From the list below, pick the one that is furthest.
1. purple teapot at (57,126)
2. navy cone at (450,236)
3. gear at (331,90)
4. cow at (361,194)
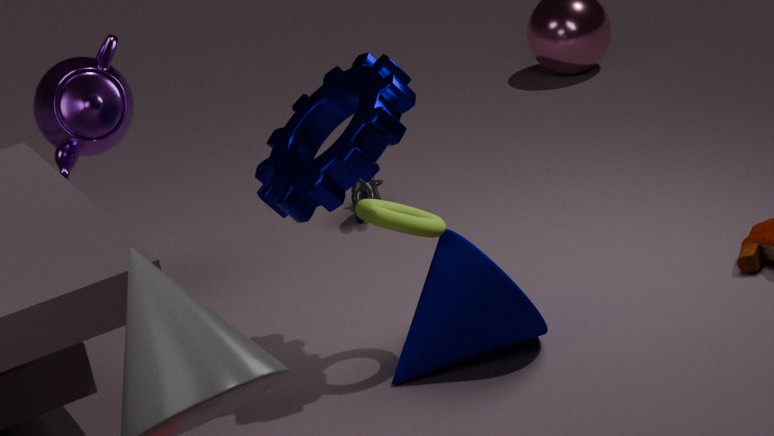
cow at (361,194)
